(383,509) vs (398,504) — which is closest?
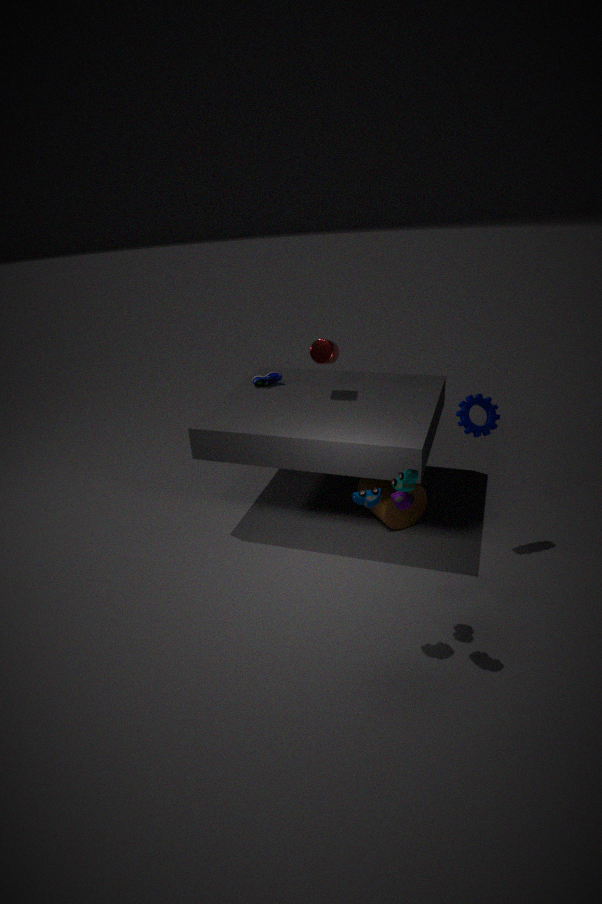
(398,504)
